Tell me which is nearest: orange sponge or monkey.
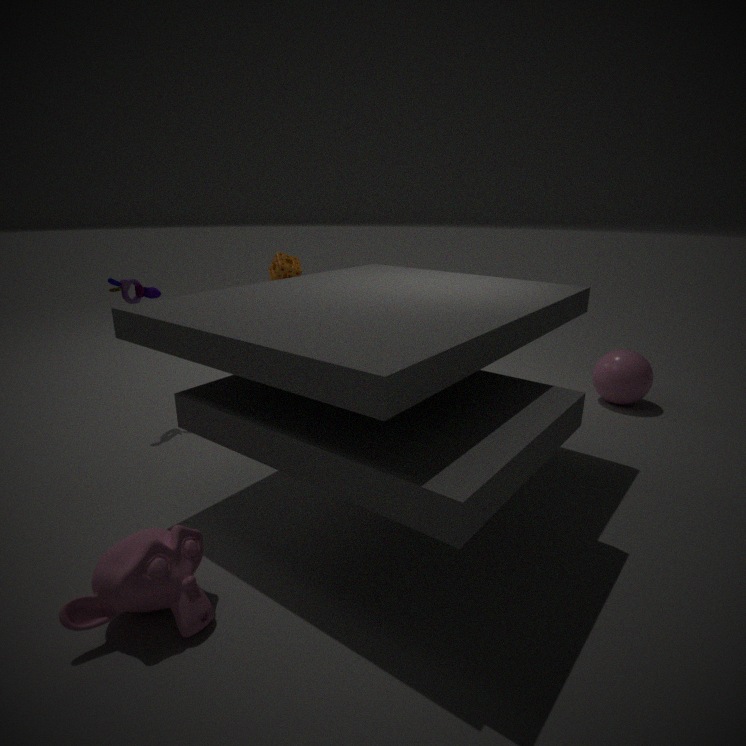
monkey
